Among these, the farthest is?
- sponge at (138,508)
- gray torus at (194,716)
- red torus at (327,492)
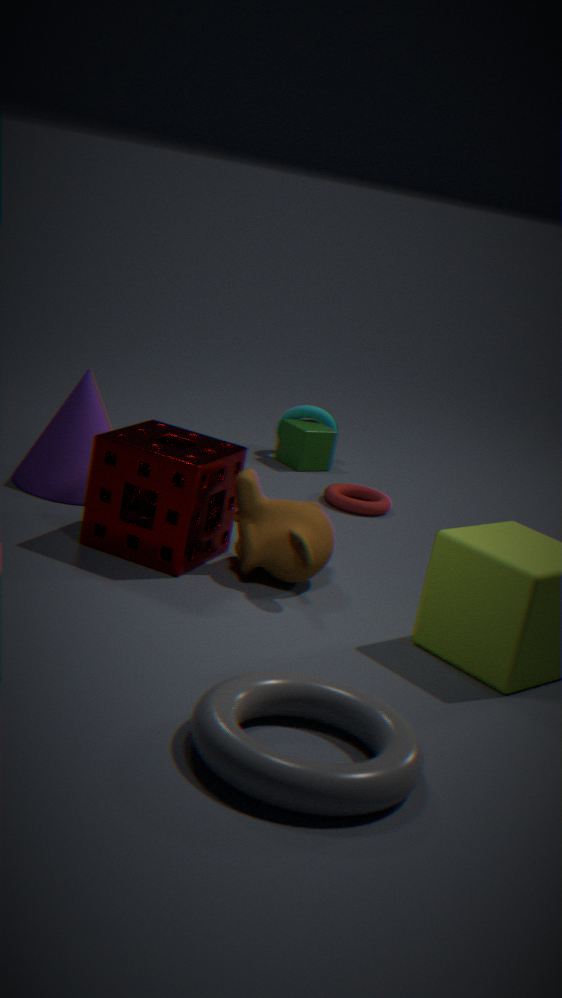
red torus at (327,492)
